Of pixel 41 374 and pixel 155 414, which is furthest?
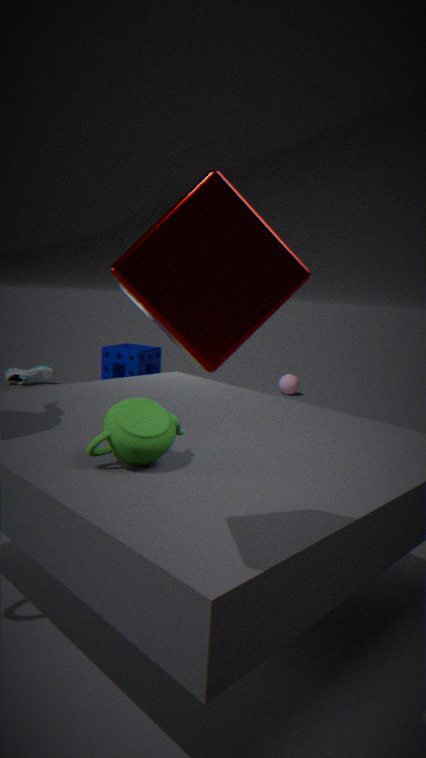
pixel 41 374
